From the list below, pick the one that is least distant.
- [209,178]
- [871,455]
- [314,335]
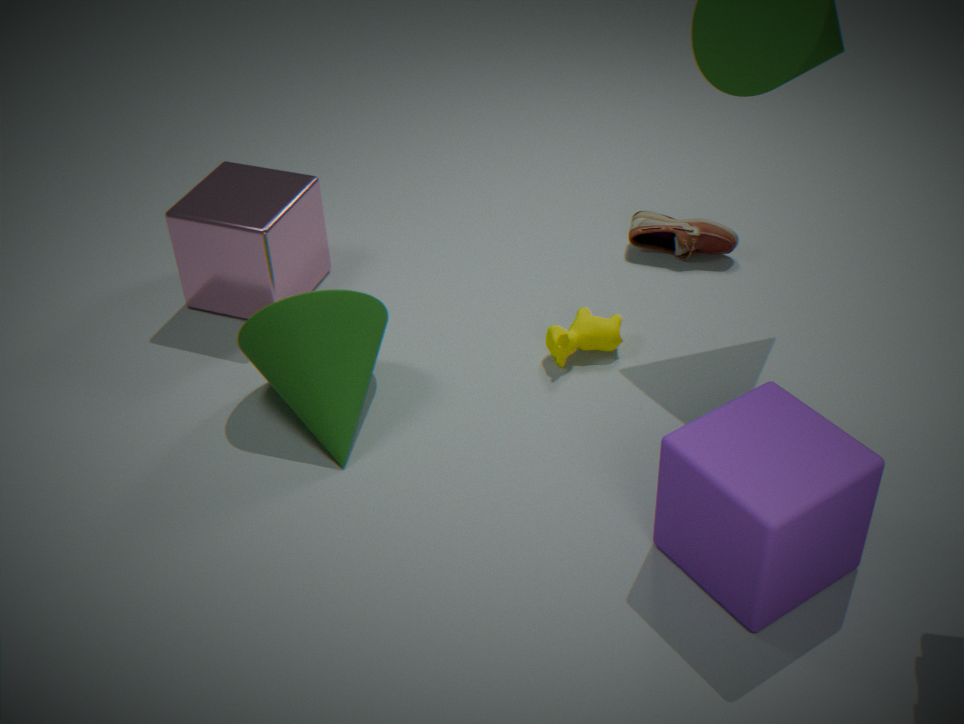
[871,455]
